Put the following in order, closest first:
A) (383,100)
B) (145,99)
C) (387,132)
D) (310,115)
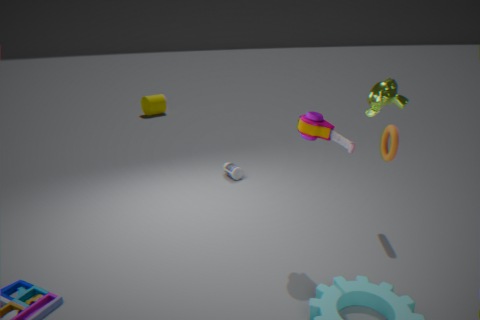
(383,100)
(310,115)
(387,132)
(145,99)
